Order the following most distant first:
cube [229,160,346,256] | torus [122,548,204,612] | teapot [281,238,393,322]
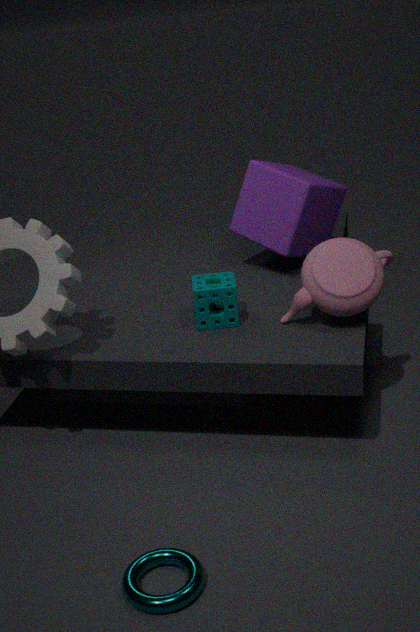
cube [229,160,346,256] → teapot [281,238,393,322] → torus [122,548,204,612]
